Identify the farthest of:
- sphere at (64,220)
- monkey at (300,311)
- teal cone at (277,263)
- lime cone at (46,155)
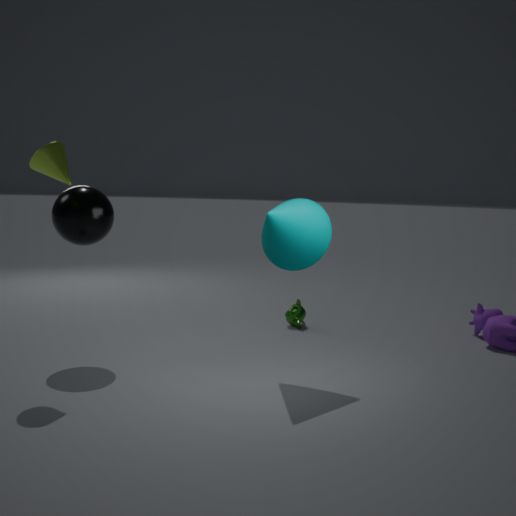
monkey at (300,311)
